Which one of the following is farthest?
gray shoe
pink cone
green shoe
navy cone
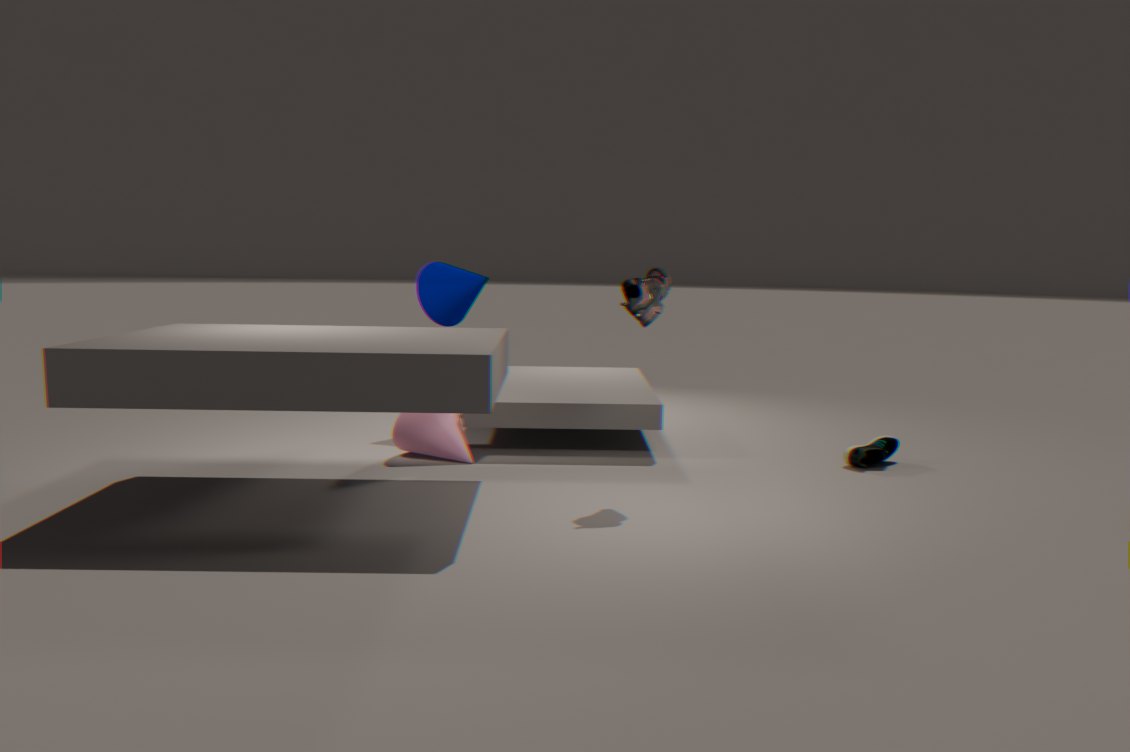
navy cone
